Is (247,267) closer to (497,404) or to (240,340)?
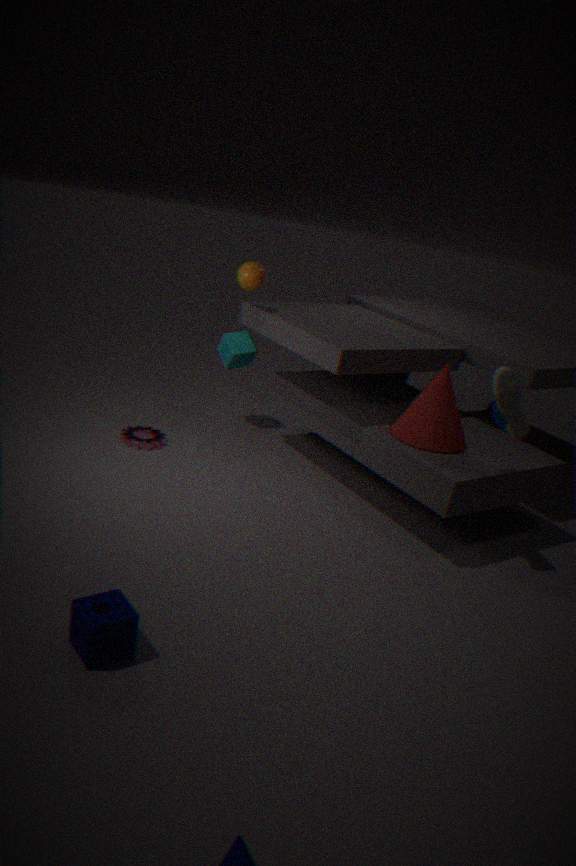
(240,340)
